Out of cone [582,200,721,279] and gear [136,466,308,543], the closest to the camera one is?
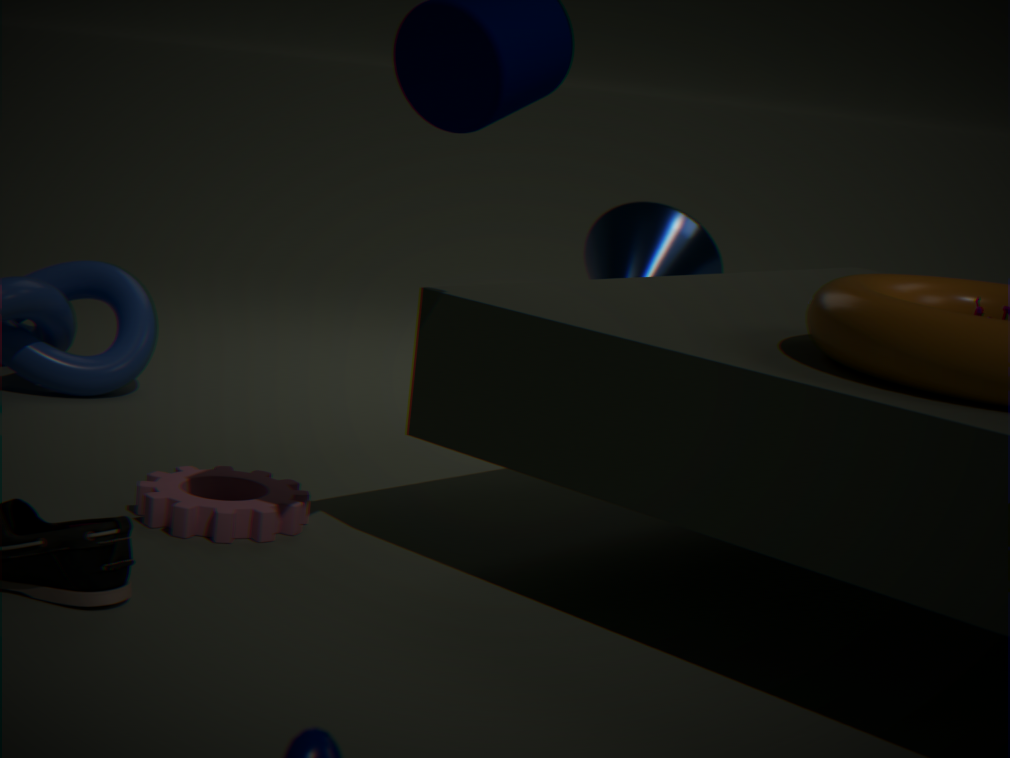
gear [136,466,308,543]
